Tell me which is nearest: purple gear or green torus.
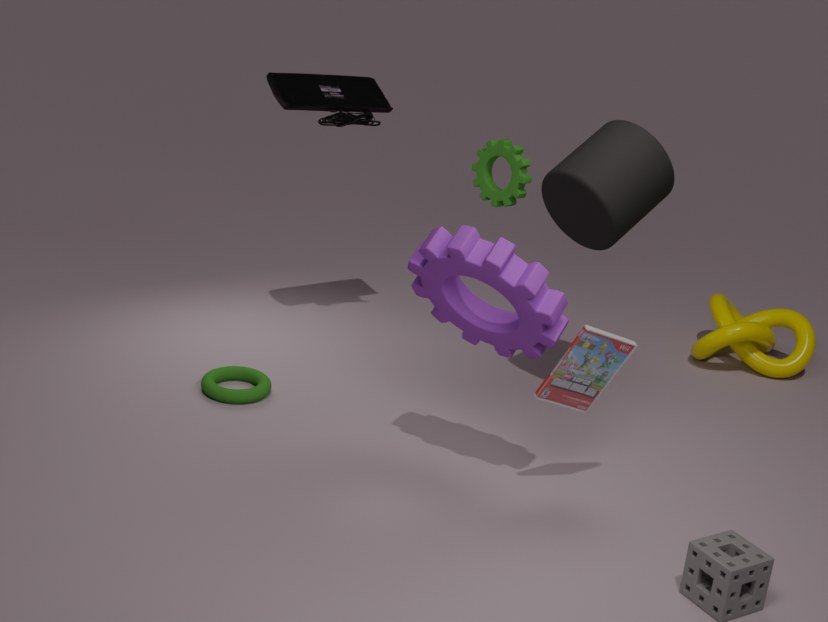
purple gear
